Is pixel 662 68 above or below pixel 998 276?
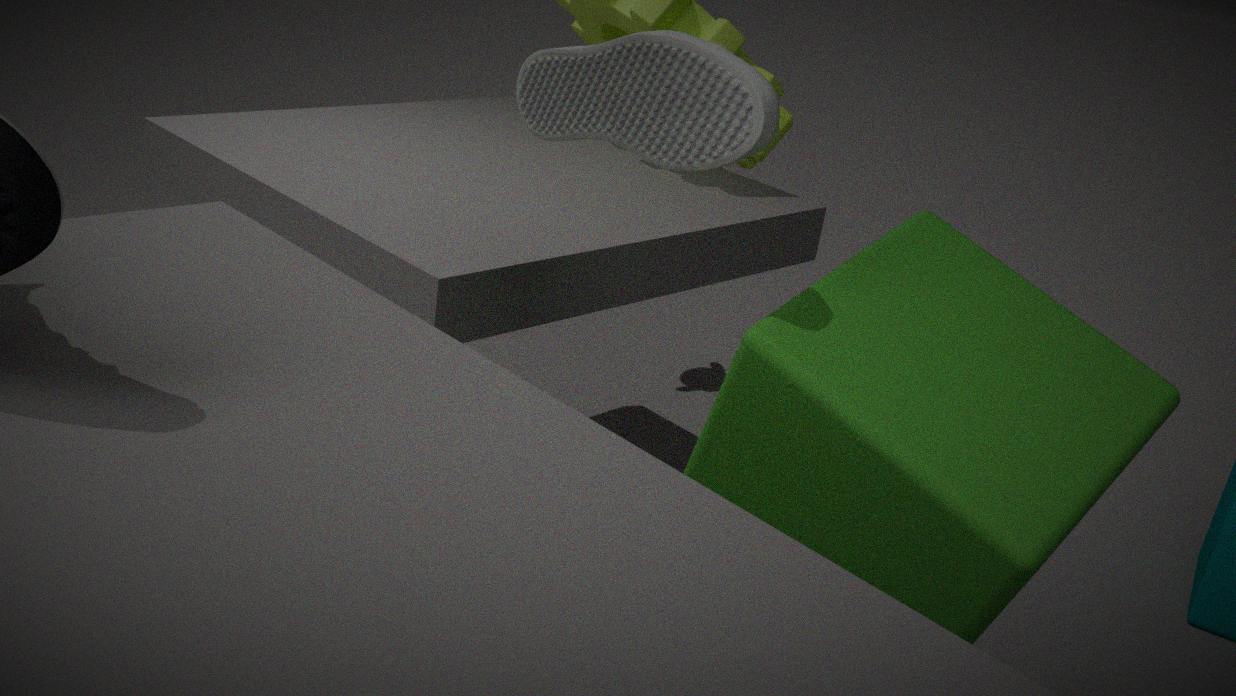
above
